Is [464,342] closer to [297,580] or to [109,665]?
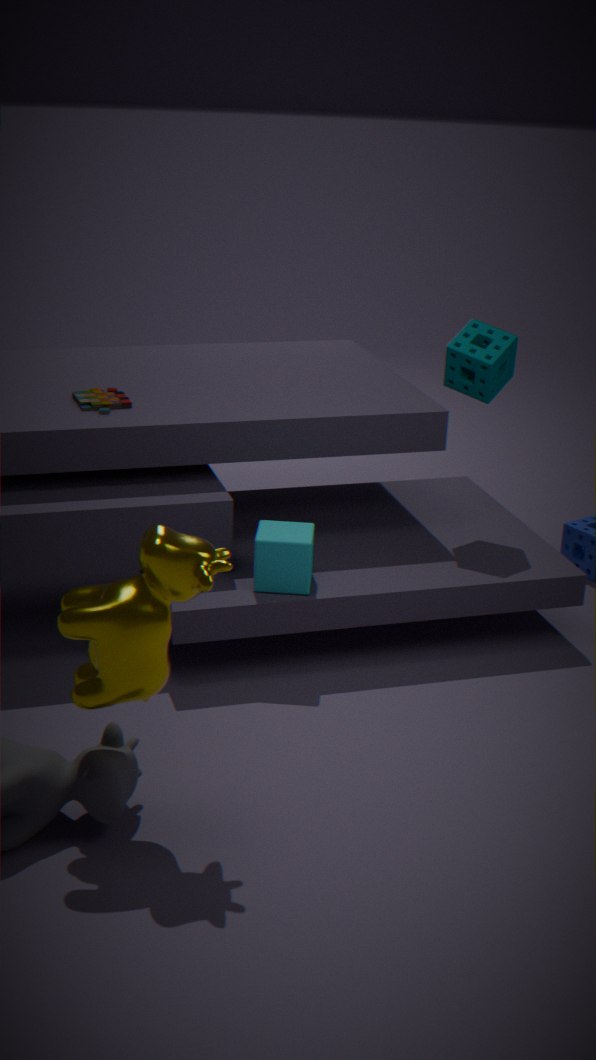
[297,580]
